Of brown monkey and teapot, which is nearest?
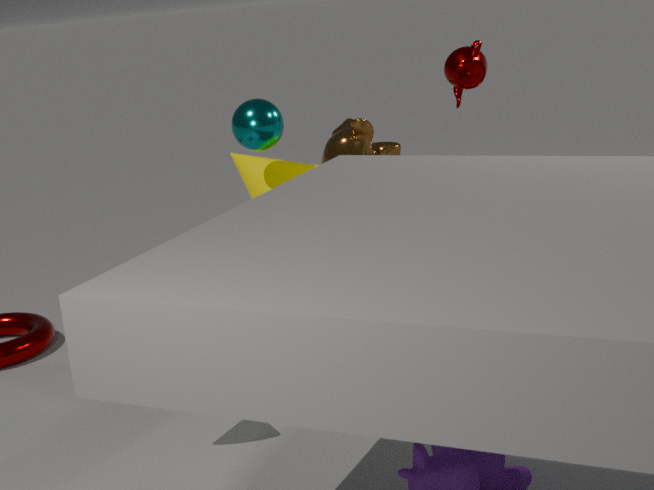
teapot
